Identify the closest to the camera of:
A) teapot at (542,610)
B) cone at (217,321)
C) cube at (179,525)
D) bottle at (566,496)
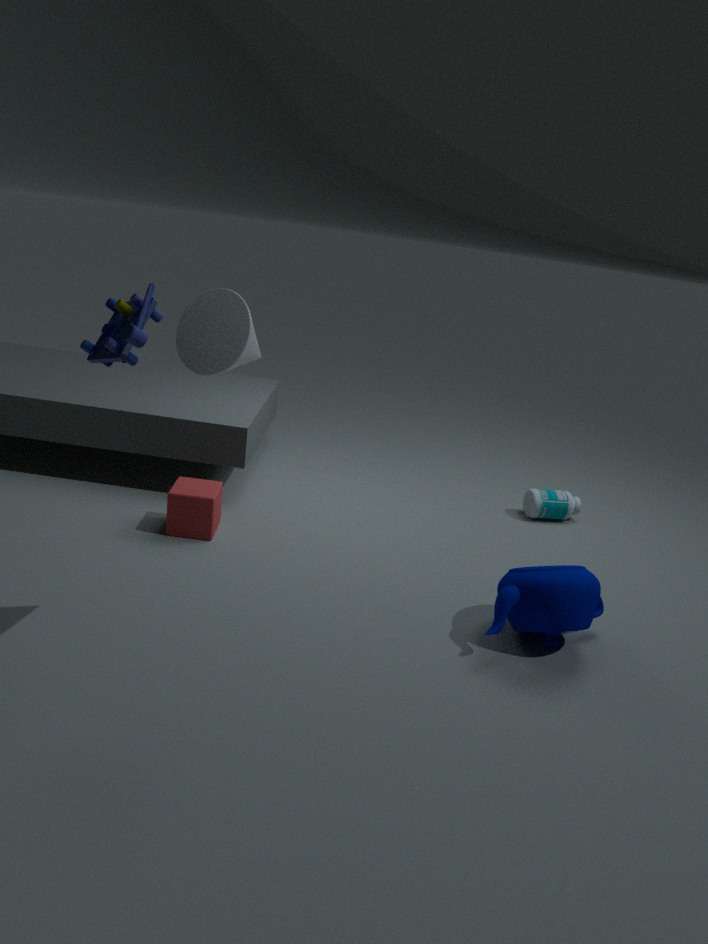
cone at (217,321)
